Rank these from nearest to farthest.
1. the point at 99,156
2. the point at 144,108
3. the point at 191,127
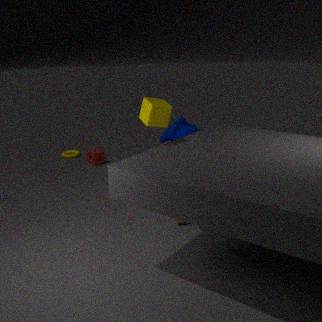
the point at 144,108 → the point at 191,127 → the point at 99,156
